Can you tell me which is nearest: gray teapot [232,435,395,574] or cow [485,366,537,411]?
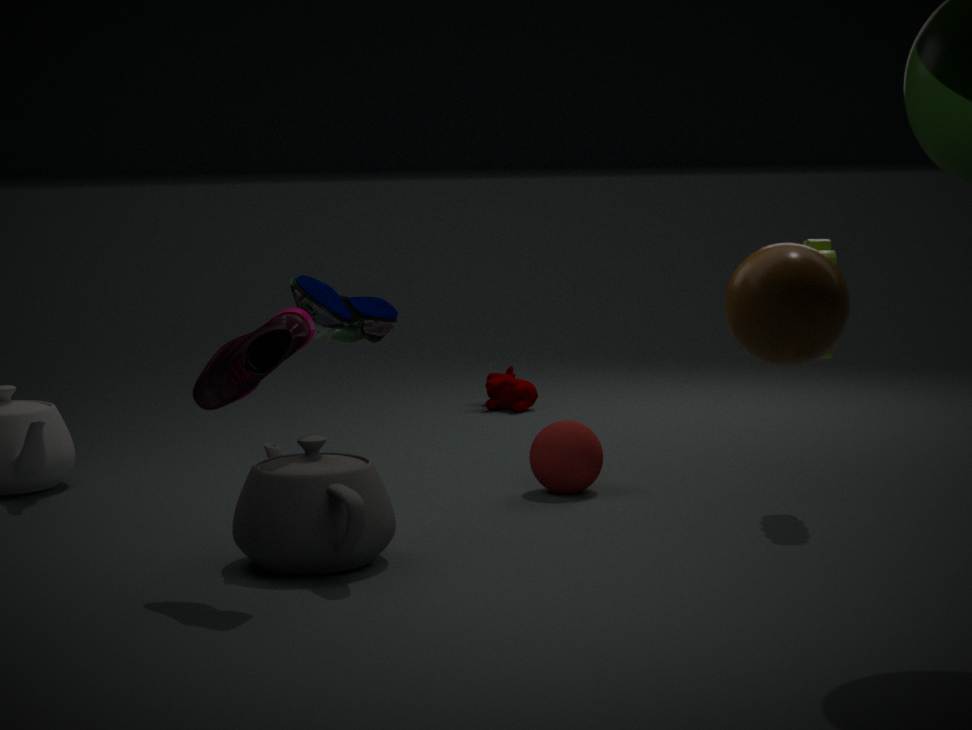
gray teapot [232,435,395,574]
